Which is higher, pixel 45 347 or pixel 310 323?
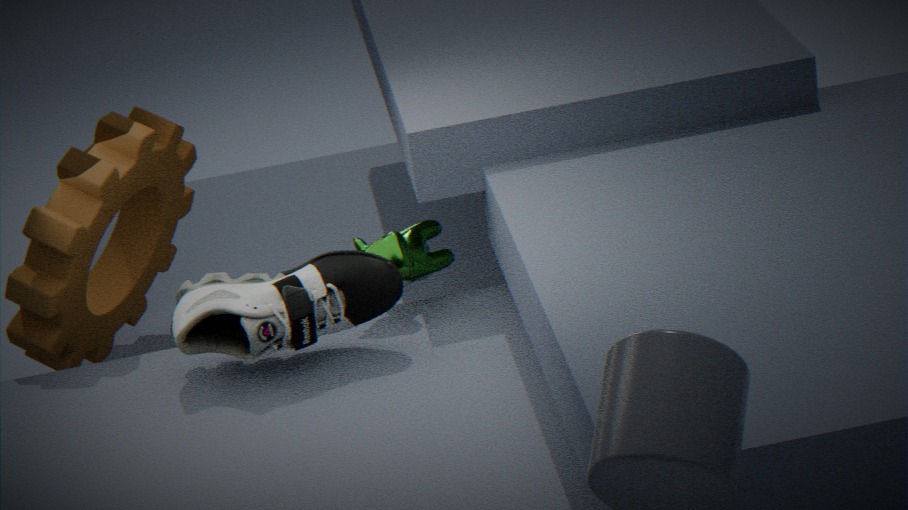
pixel 45 347
